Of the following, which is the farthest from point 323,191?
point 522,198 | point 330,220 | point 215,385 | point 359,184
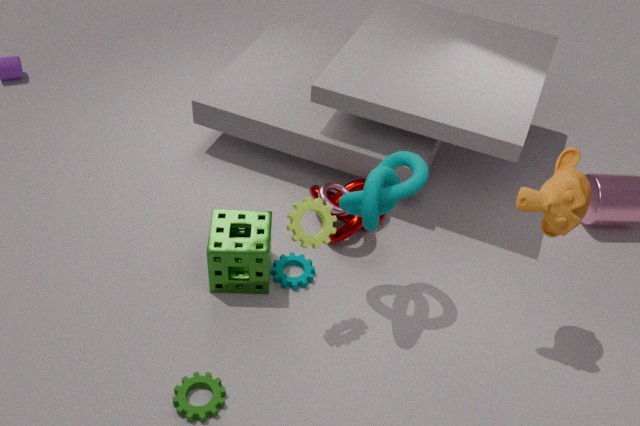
point 215,385
